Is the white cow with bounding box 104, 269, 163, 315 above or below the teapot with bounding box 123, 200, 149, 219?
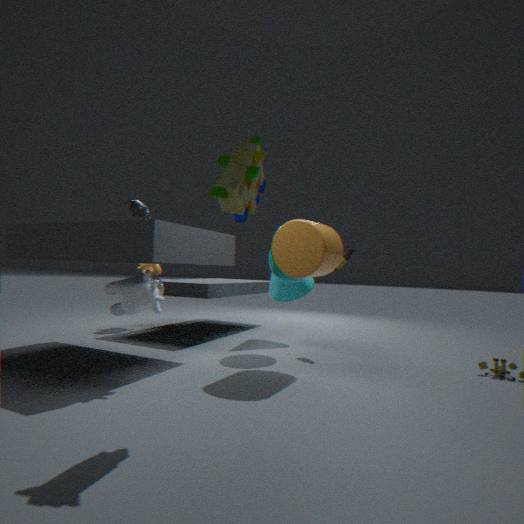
below
